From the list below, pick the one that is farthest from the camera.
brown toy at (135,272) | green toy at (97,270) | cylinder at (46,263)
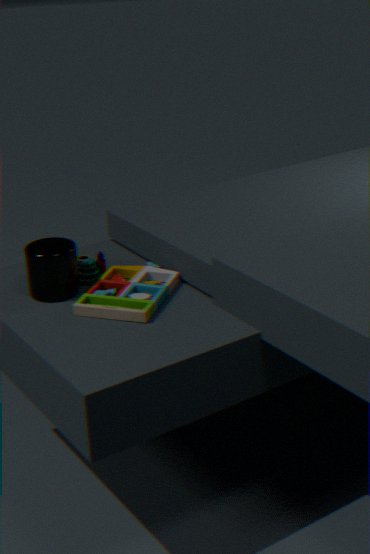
green toy at (97,270)
